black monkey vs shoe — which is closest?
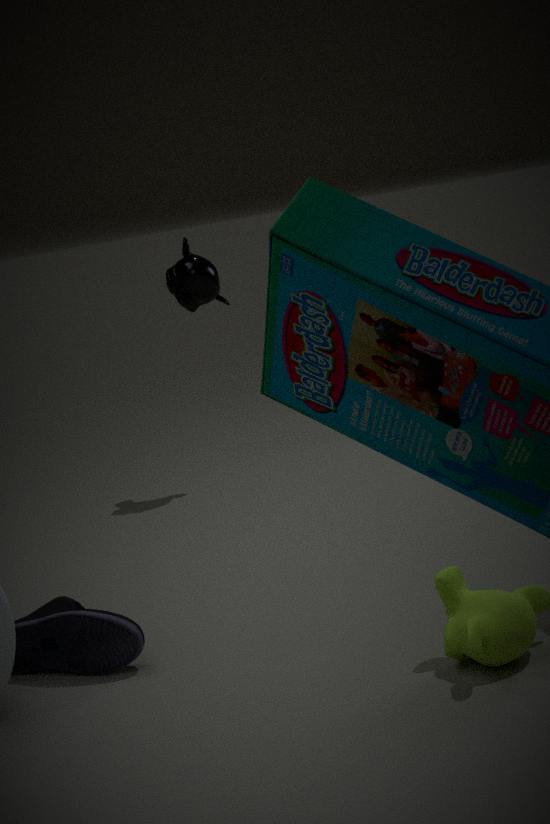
shoe
